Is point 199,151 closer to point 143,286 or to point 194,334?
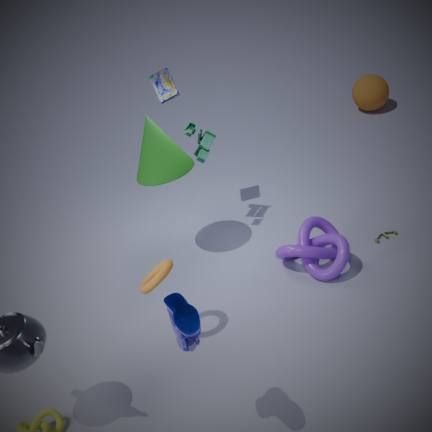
point 143,286
